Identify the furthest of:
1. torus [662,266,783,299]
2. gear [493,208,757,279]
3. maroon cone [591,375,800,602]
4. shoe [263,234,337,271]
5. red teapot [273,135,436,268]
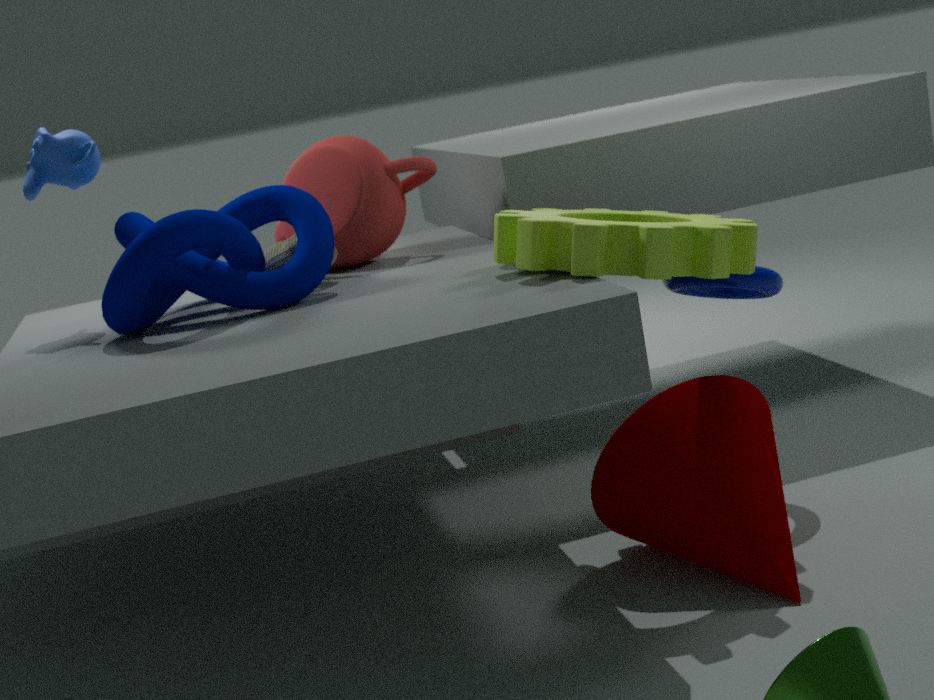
red teapot [273,135,436,268]
